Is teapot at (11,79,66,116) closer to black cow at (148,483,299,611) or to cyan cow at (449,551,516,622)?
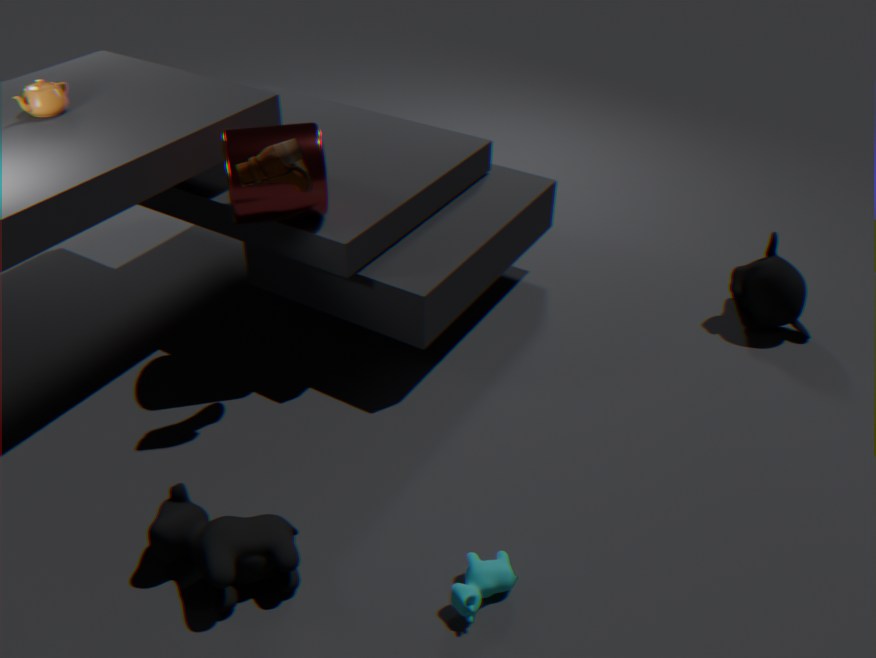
black cow at (148,483,299,611)
